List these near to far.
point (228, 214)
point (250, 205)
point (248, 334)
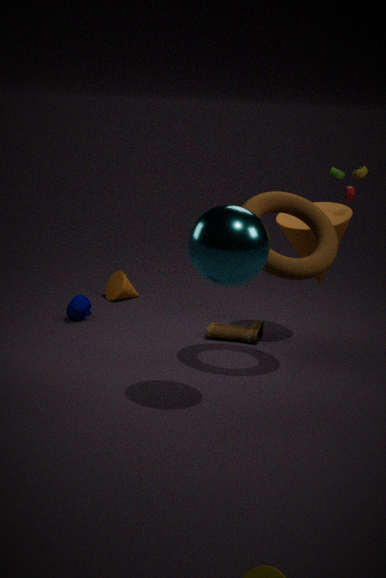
point (228, 214), point (250, 205), point (248, 334)
